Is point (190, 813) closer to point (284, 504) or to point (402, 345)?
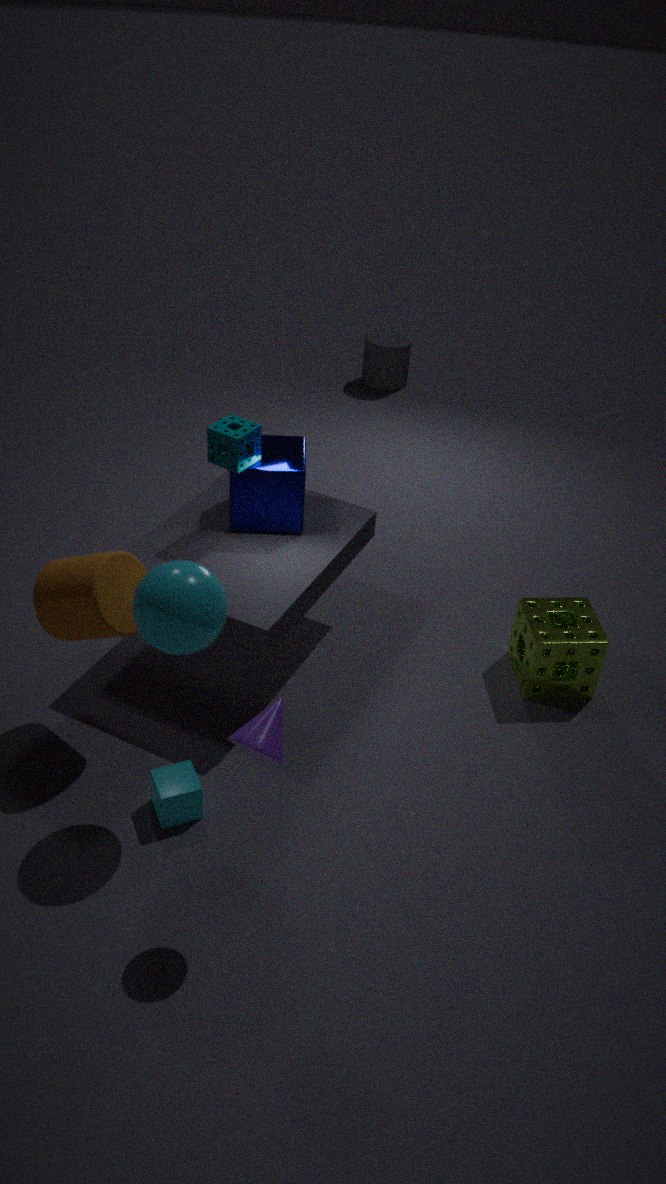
point (284, 504)
